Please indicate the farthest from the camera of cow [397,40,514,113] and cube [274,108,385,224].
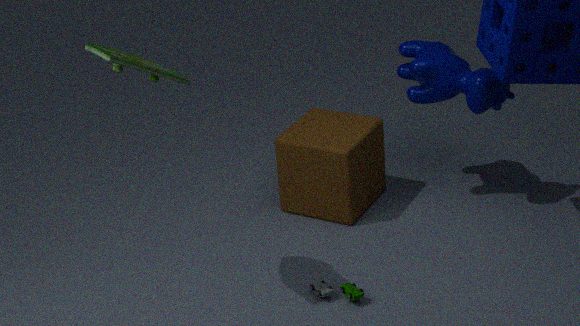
cube [274,108,385,224]
